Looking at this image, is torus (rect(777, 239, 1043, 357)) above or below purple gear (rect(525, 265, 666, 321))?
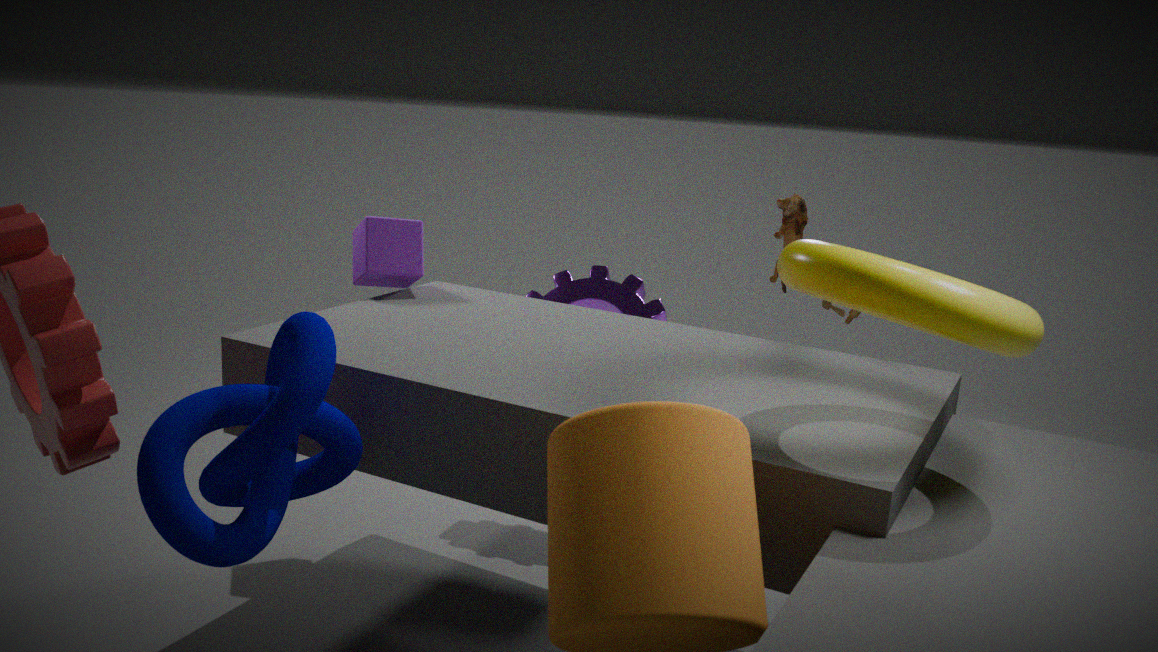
above
